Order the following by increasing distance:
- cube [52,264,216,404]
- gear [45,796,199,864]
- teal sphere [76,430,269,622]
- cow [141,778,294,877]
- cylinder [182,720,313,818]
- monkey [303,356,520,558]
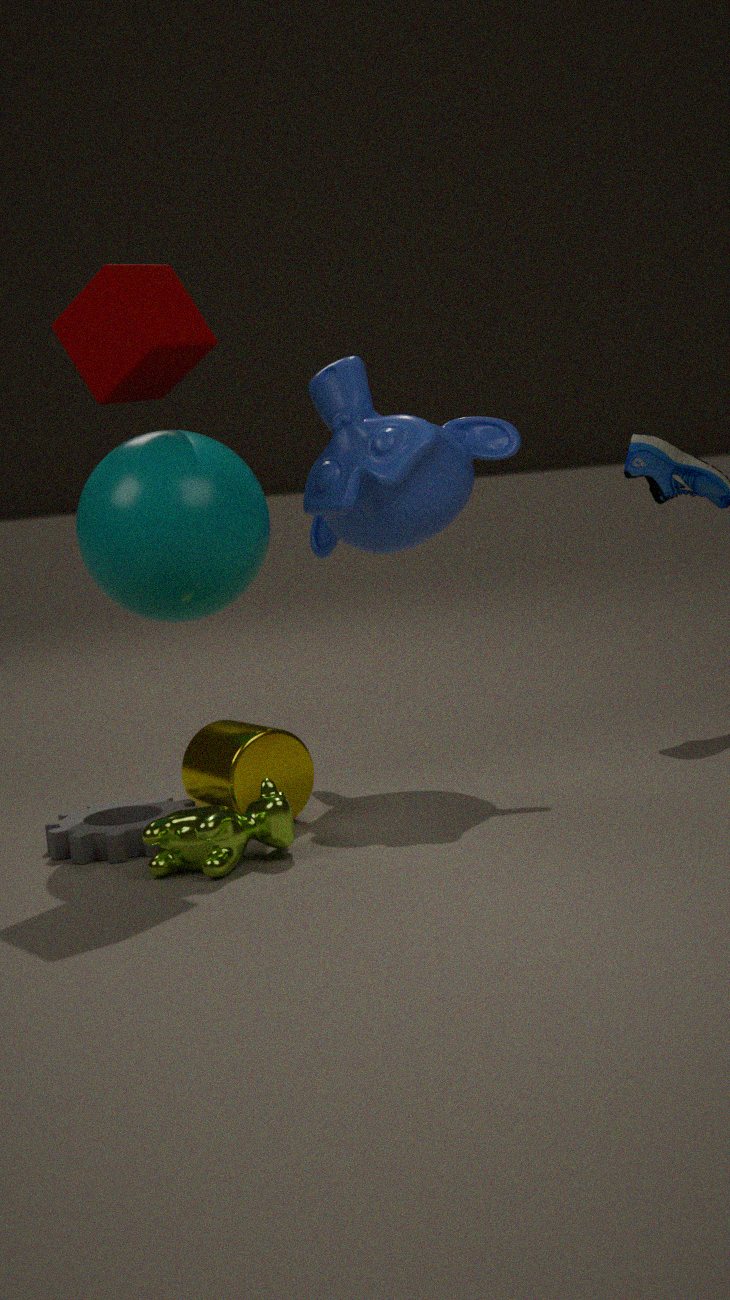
cow [141,778,294,877] → gear [45,796,199,864] → cube [52,264,216,404] → cylinder [182,720,313,818] → teal sphere [76,430,269,622] → monkey [303,356,520,558]
